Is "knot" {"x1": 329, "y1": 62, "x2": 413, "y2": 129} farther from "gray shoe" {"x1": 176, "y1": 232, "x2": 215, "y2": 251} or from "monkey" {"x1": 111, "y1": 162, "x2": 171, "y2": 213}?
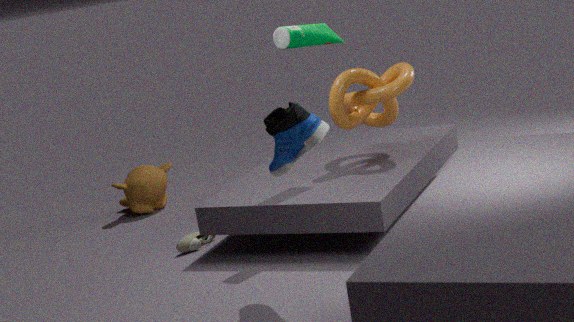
"monkey" {"x1": 111, "y1": 162, "x2": 171, "y2": 213}
